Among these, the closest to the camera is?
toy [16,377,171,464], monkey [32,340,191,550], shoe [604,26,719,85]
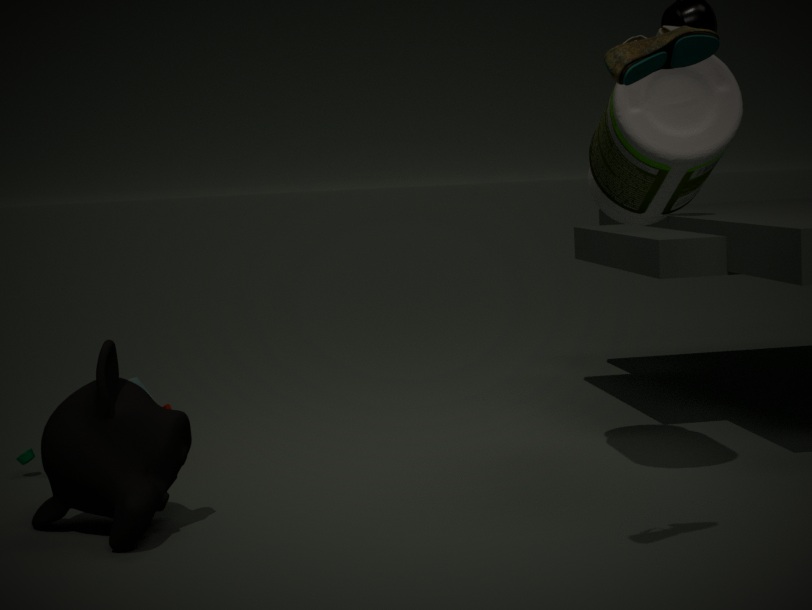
shoe [604,26,719,85]
